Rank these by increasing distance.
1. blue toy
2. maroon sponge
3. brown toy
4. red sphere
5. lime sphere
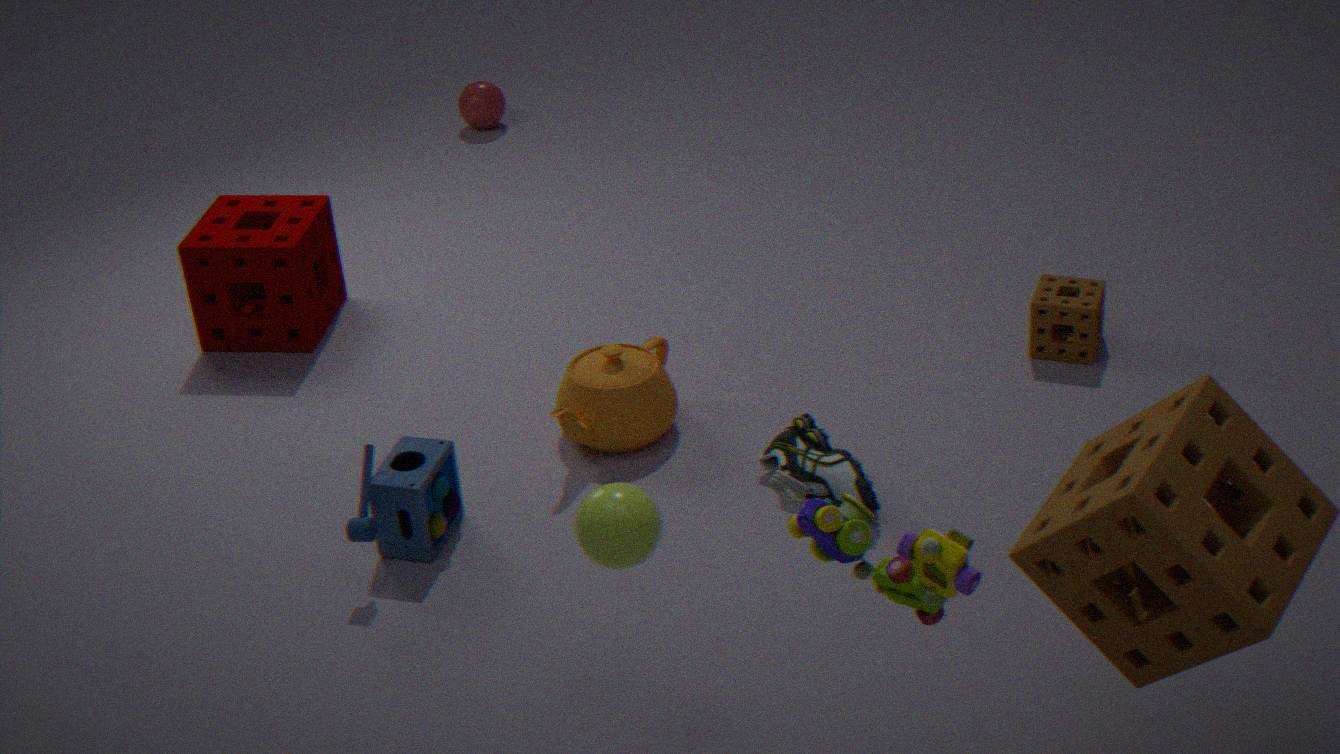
1. brown toy
2. lime sphere
3. blue toy
4. maroon sponge
5. red sphere
